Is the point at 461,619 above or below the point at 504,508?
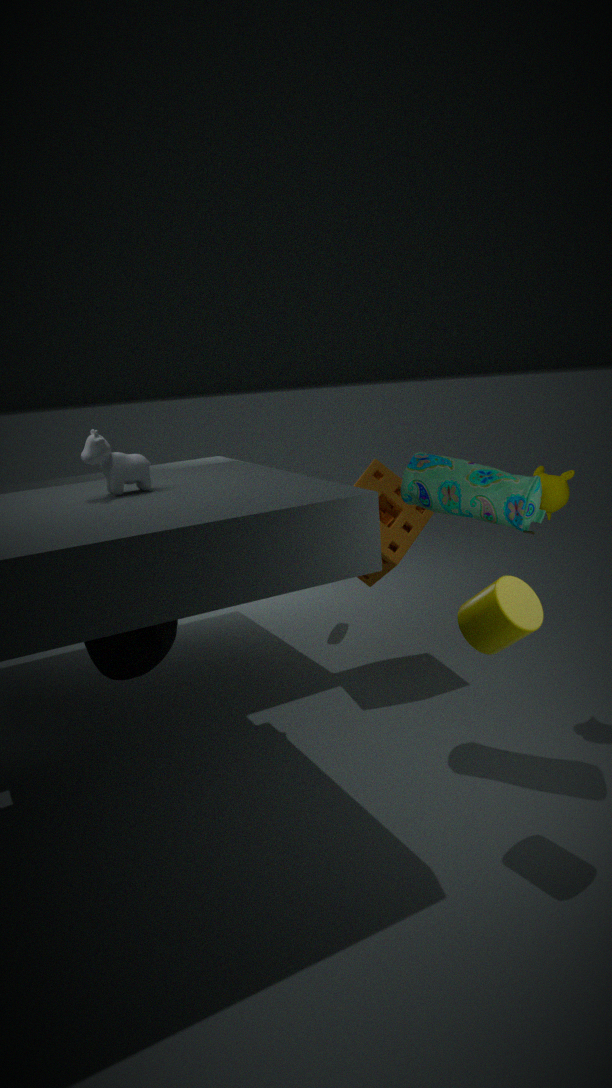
below
